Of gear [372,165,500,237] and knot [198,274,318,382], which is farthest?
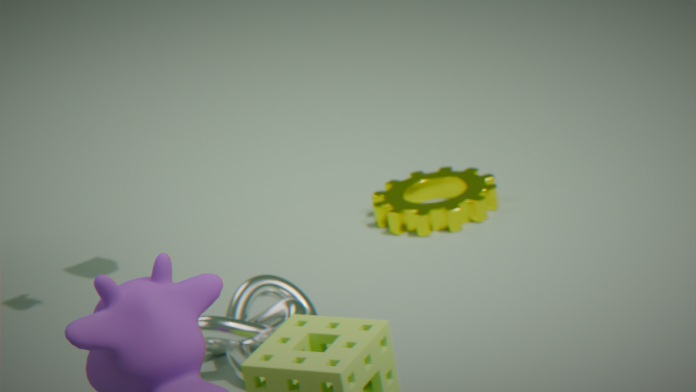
gear [372,165,500,237]
